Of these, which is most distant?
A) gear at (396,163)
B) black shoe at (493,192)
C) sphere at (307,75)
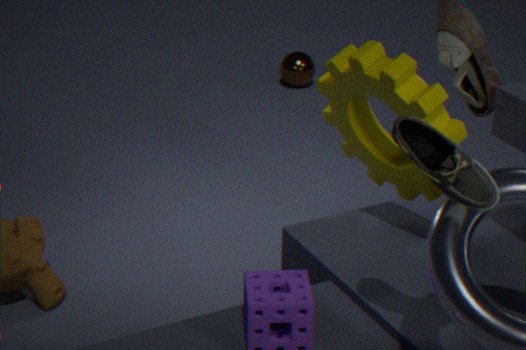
sphere at (307,75)
